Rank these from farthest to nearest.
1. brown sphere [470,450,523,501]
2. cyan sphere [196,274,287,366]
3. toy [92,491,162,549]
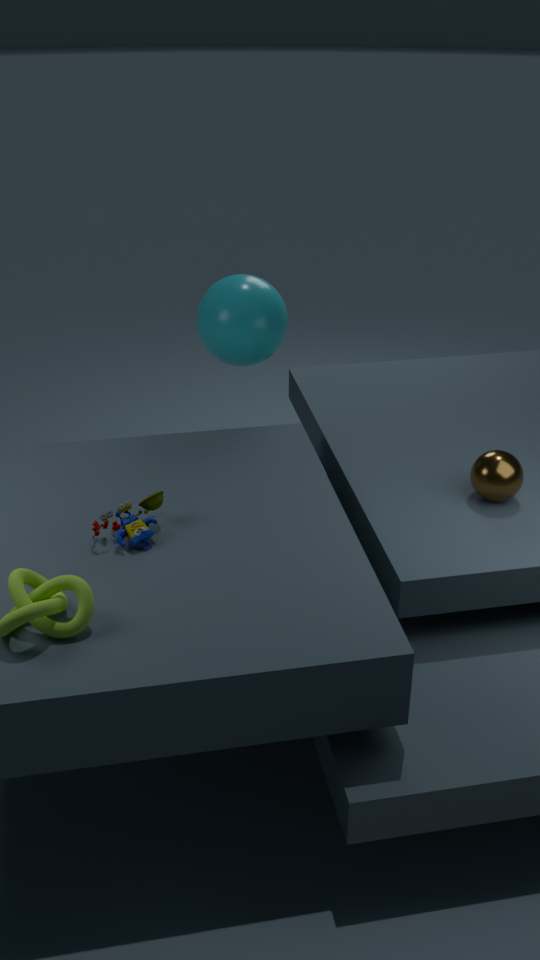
1. cyan sphere [196,274,287,366]
2. brown sphere [470,450,523,501]
3. toy [92,491,162,549]
